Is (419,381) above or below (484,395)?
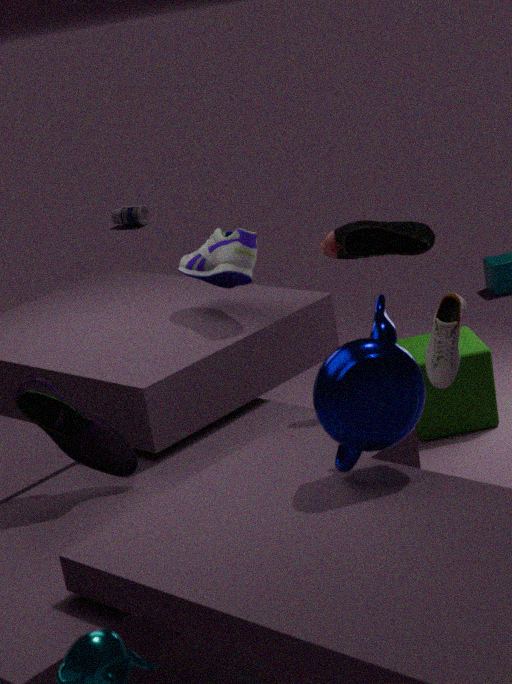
above
